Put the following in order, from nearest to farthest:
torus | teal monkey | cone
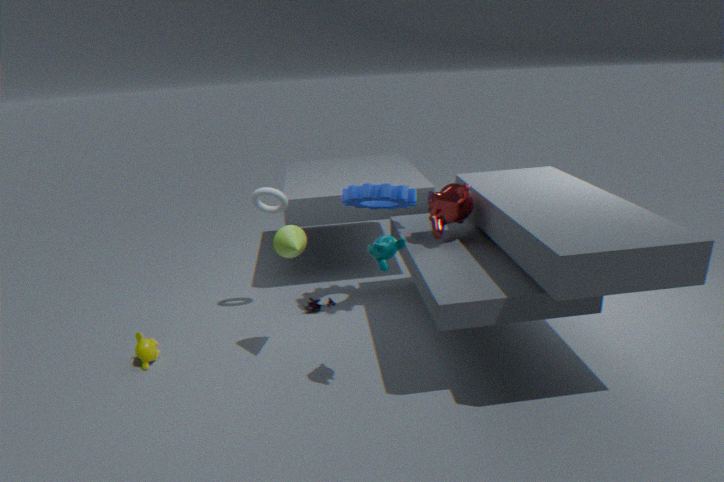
teal monkey < cone < torus
